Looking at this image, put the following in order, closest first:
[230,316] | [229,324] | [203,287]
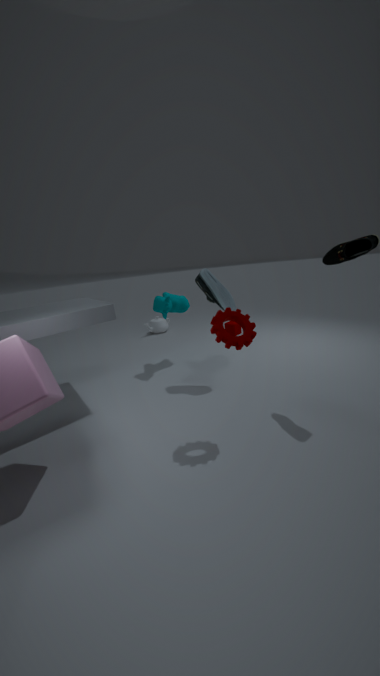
1. [230,316]
2. [203,287]
3. [229,324]
